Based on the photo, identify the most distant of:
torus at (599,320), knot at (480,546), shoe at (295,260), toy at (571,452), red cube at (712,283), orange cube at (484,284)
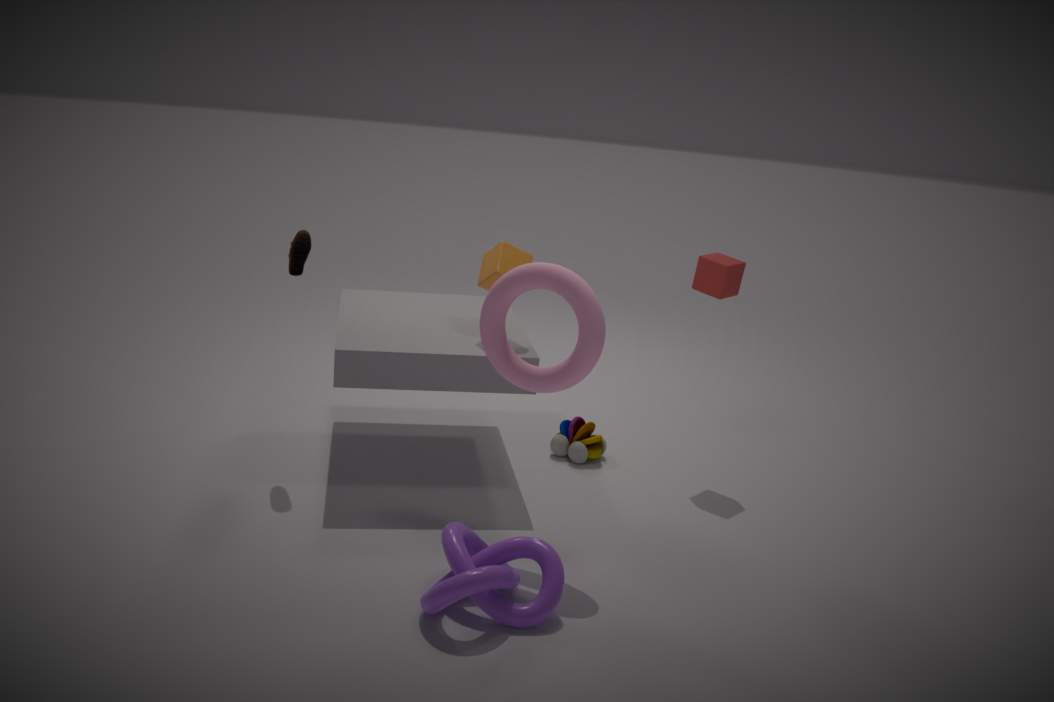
toy at (571,452)
